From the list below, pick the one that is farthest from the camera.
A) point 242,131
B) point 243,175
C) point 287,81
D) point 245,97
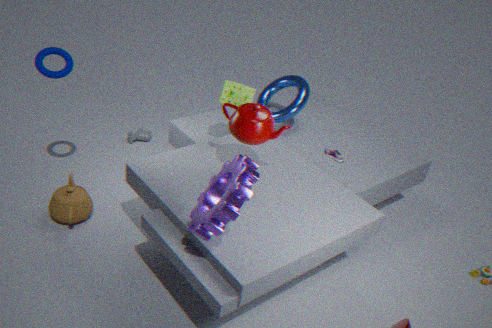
point 287,81
